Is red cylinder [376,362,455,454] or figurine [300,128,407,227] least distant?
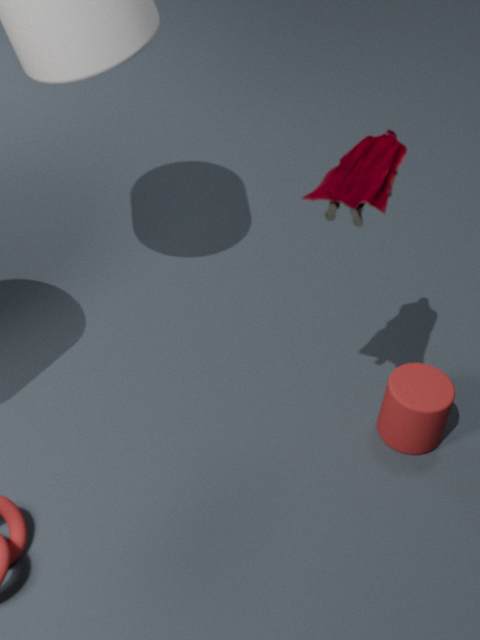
figurine [300,128,407,227]
